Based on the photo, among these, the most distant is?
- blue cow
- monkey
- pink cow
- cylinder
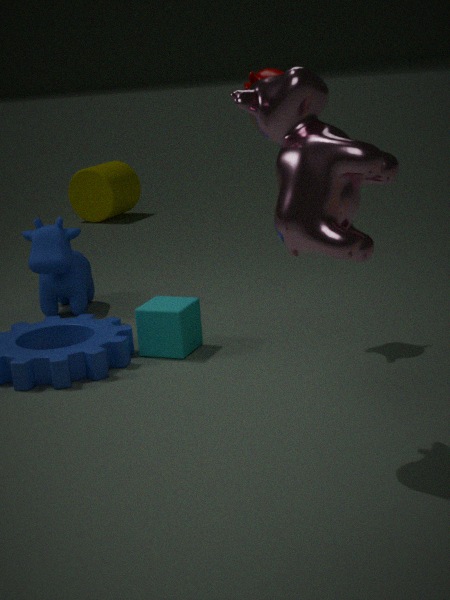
cylinder
